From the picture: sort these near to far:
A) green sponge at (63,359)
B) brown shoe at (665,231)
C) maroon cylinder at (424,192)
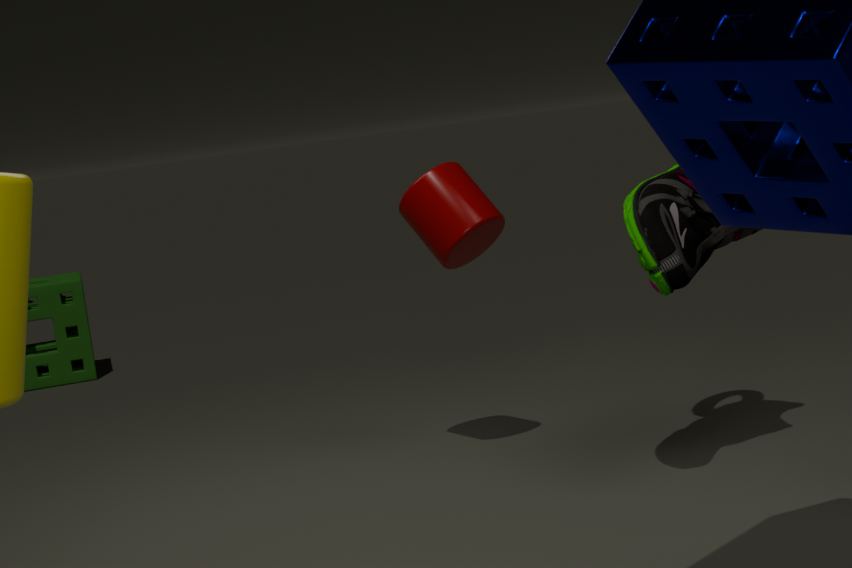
brown shoe at (665,231), maroon cylinder at (424,192), green sponge at (63,359)
